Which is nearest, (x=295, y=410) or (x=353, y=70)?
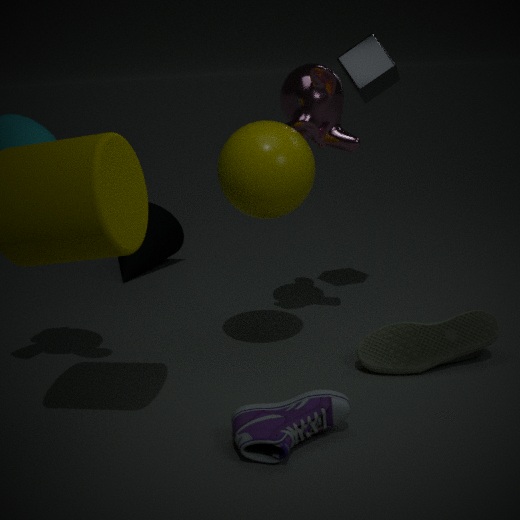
(x=295, y=410)
